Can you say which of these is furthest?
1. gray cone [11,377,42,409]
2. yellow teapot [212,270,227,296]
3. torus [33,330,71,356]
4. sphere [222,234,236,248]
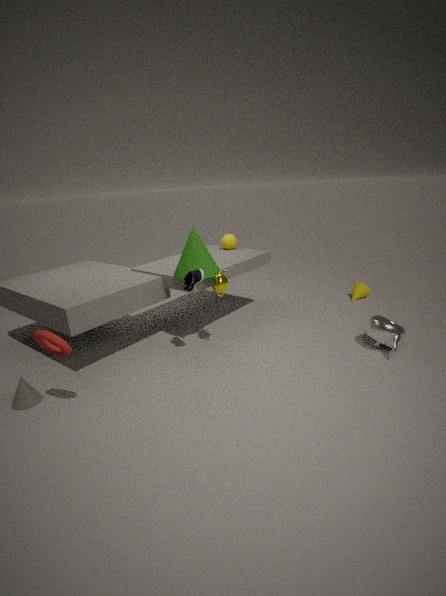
sphere [222,234,236,248]
